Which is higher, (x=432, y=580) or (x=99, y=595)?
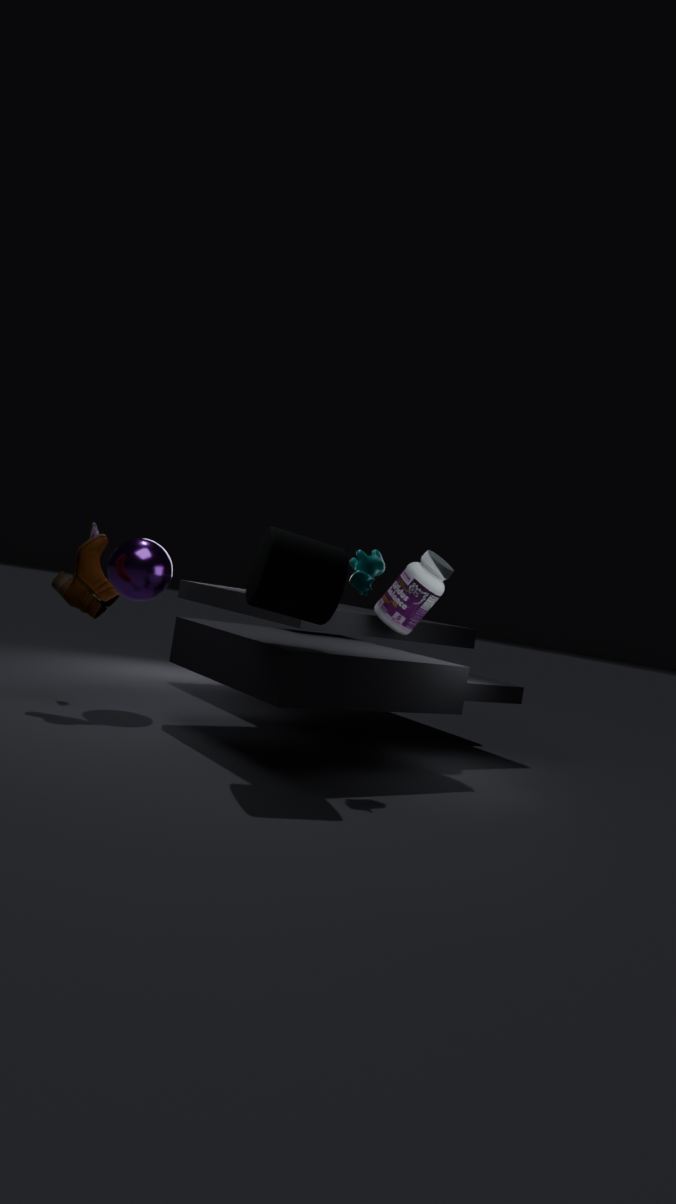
(x=432, y=580)
